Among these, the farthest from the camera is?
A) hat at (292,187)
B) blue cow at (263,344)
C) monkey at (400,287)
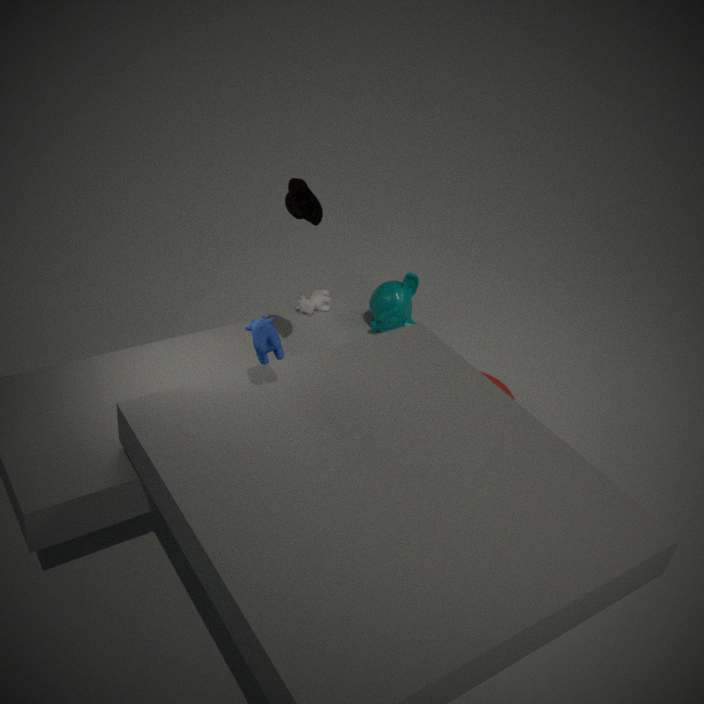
monkey at (400,287)
